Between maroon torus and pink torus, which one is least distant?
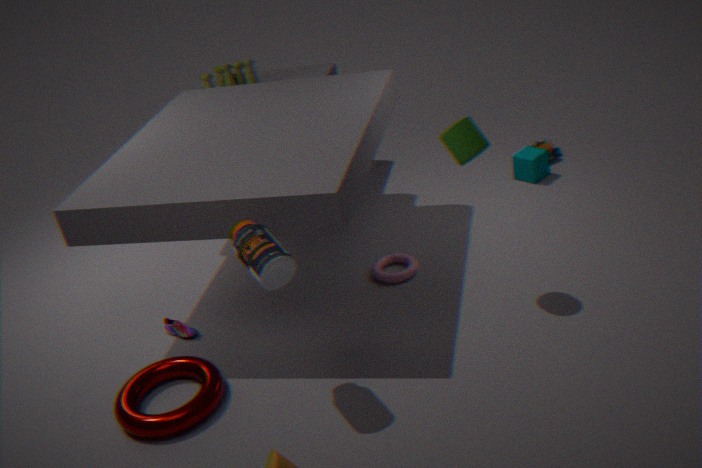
maroon torus
